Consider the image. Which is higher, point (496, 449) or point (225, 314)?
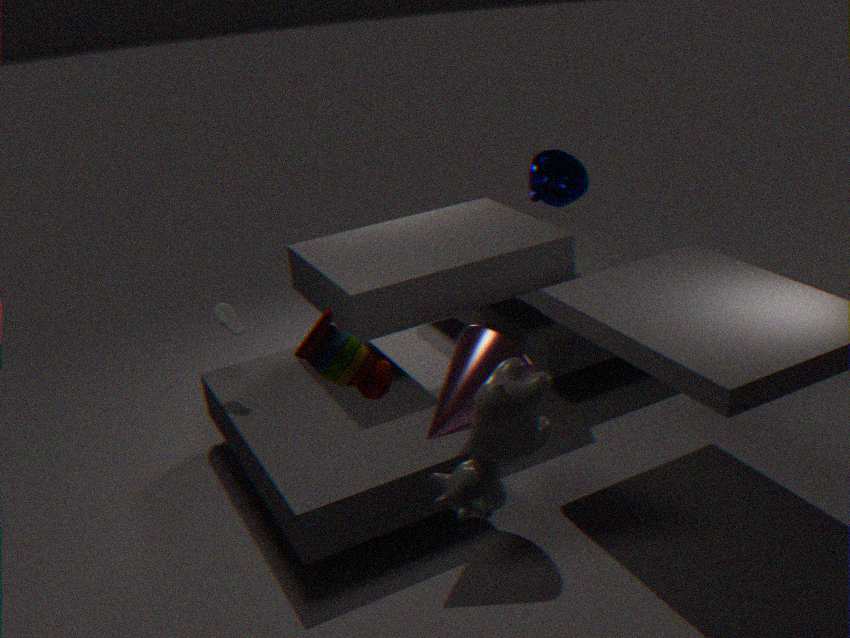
point (496, 449)
